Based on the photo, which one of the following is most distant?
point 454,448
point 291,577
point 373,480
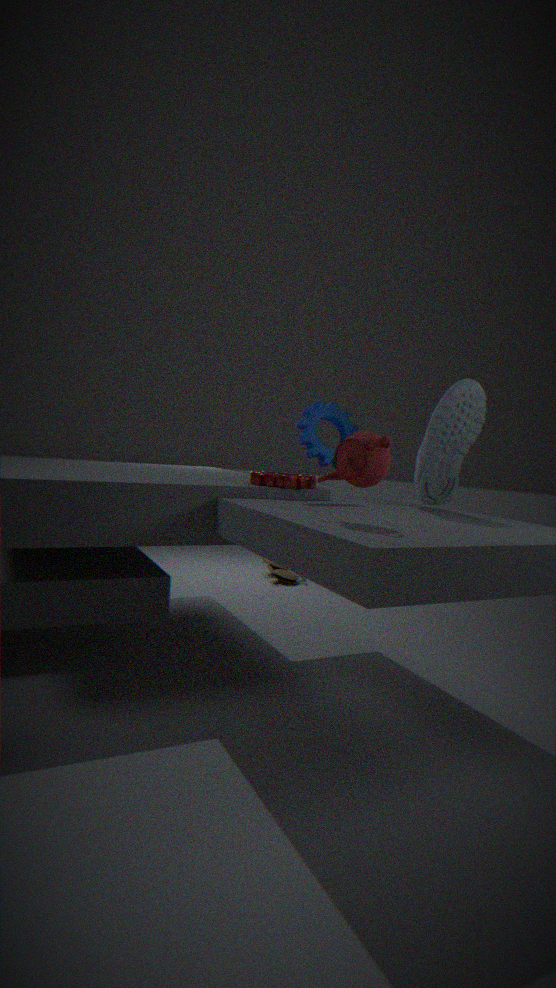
point 291,577
